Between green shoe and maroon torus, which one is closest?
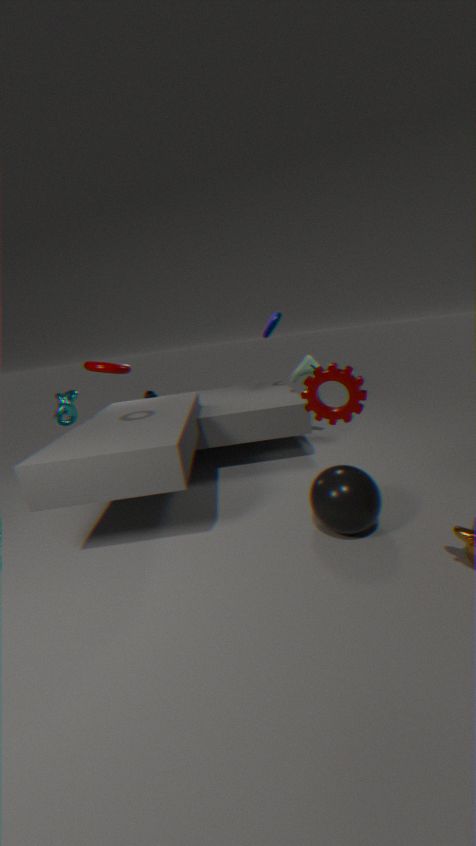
maroon torus
